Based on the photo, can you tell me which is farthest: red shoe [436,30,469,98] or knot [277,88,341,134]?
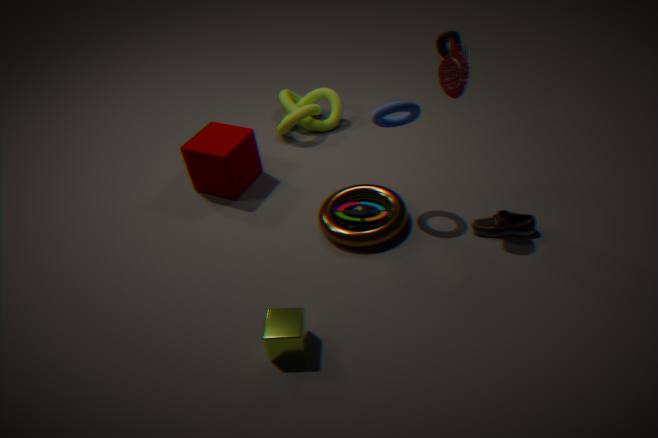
knot [277,88,341,134]
